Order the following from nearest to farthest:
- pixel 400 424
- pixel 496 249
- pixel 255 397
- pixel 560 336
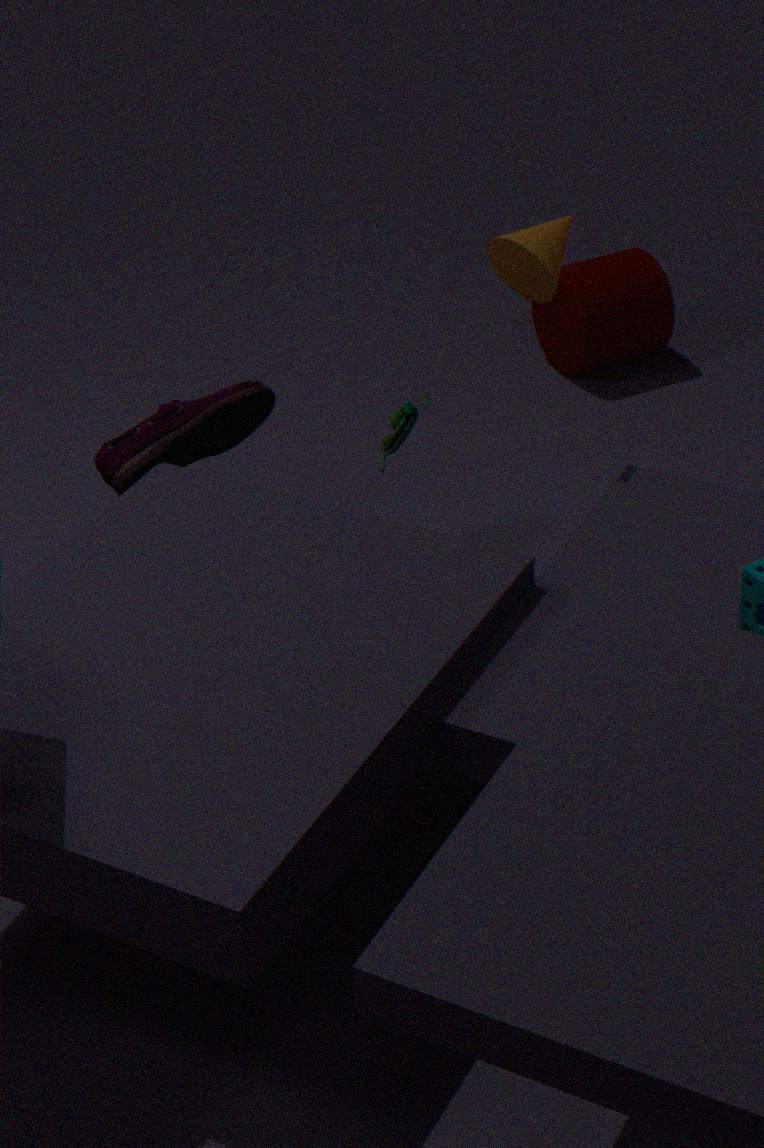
pixel 496 249 → pixel 255 397 → pixel 400 424 → pixel 560 336
